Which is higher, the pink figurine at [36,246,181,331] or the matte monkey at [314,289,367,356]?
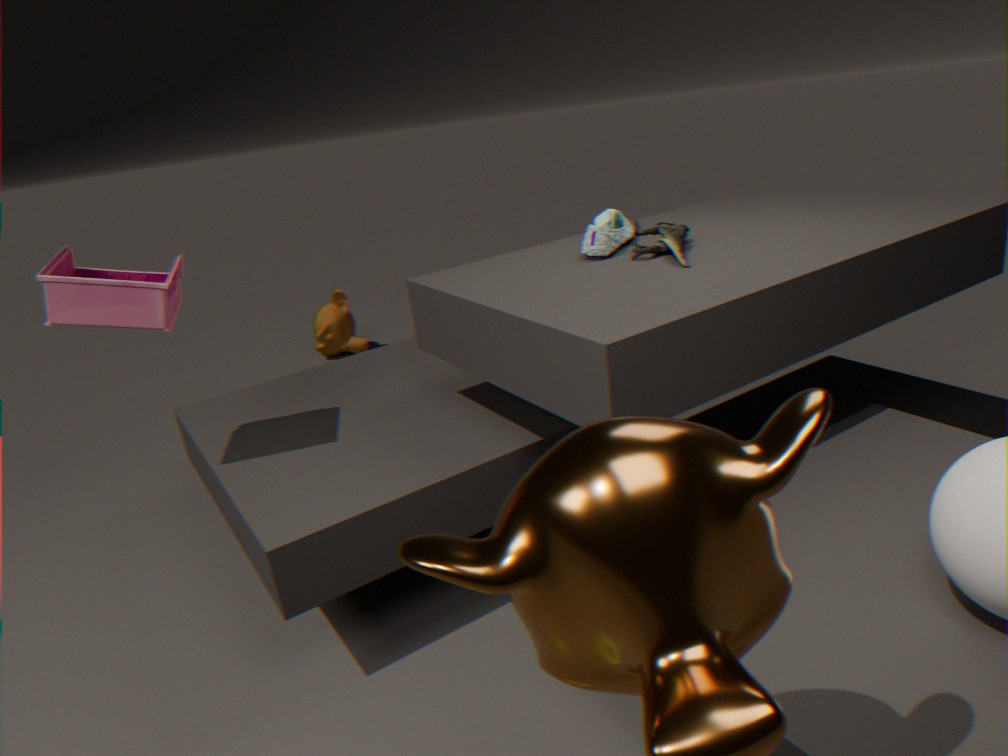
the pink figurine at [36,246,181,331]
